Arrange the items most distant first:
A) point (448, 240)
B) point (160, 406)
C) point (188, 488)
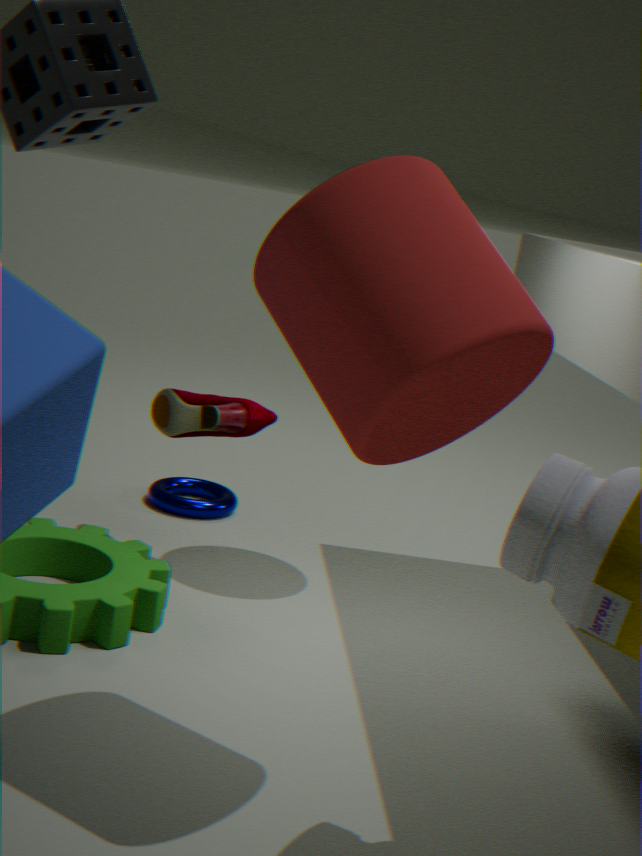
point (188, 488) → point (160, 406) → point (448, 240)
